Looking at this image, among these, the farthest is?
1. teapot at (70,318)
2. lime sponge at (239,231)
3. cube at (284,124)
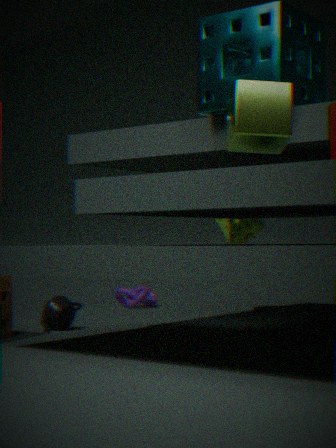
lime sponge at (239,231)
